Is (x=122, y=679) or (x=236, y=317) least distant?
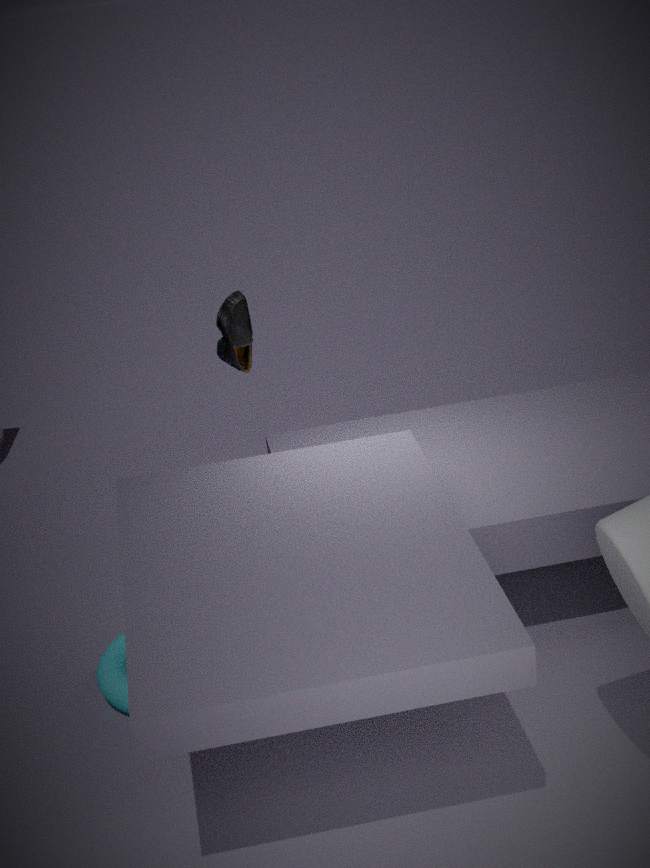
(x=122, y=679)
